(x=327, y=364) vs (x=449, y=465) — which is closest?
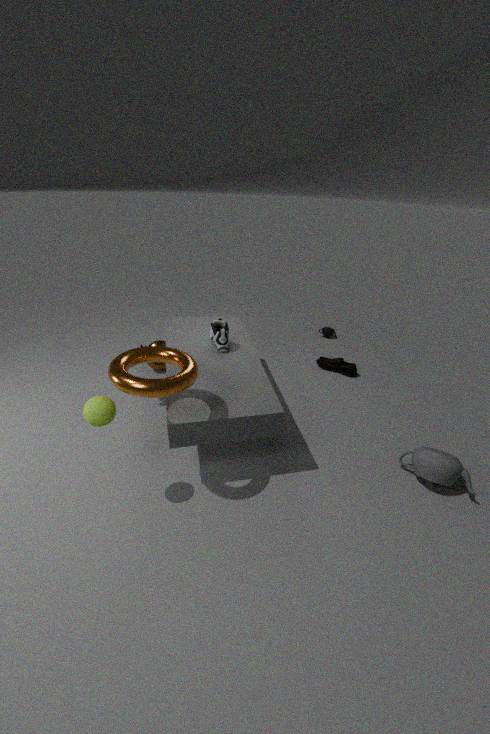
(x=449, y=465)
